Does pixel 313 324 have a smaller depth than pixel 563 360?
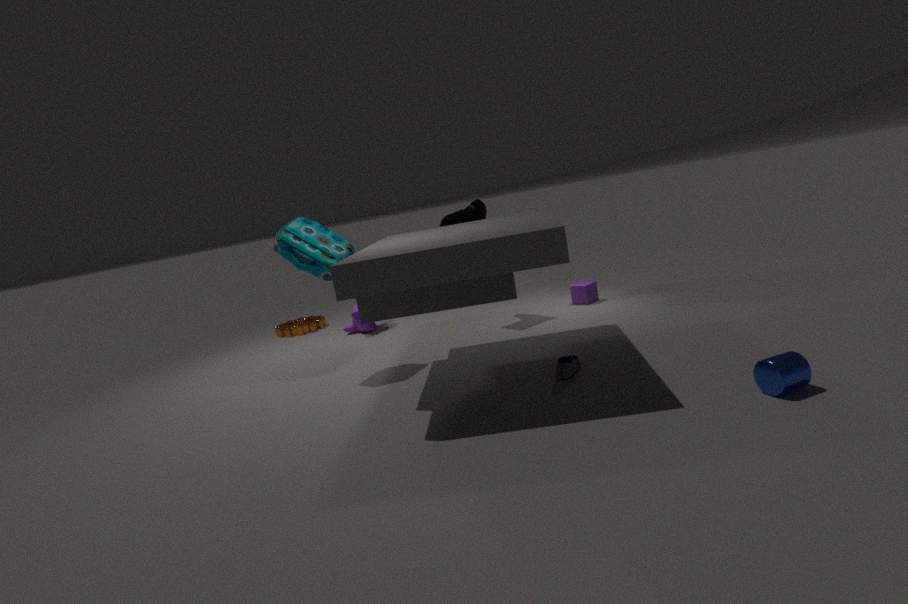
No
